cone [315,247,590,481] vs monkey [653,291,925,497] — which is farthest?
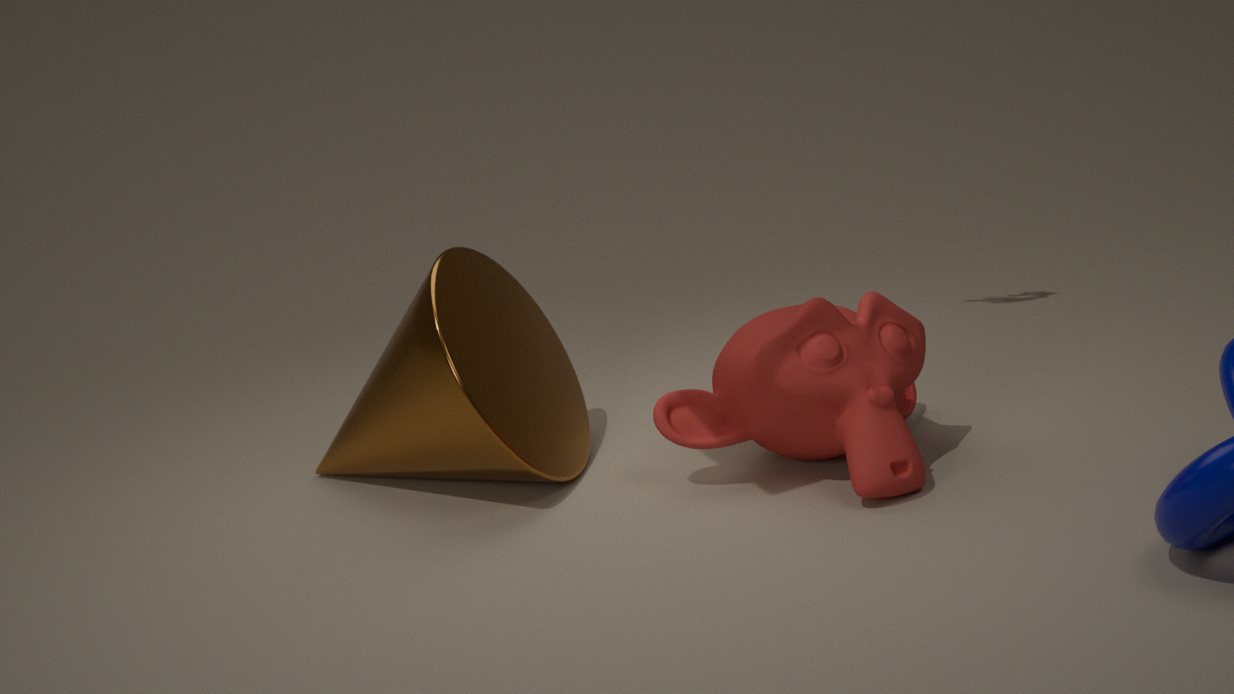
cone [315,247,590,481]
